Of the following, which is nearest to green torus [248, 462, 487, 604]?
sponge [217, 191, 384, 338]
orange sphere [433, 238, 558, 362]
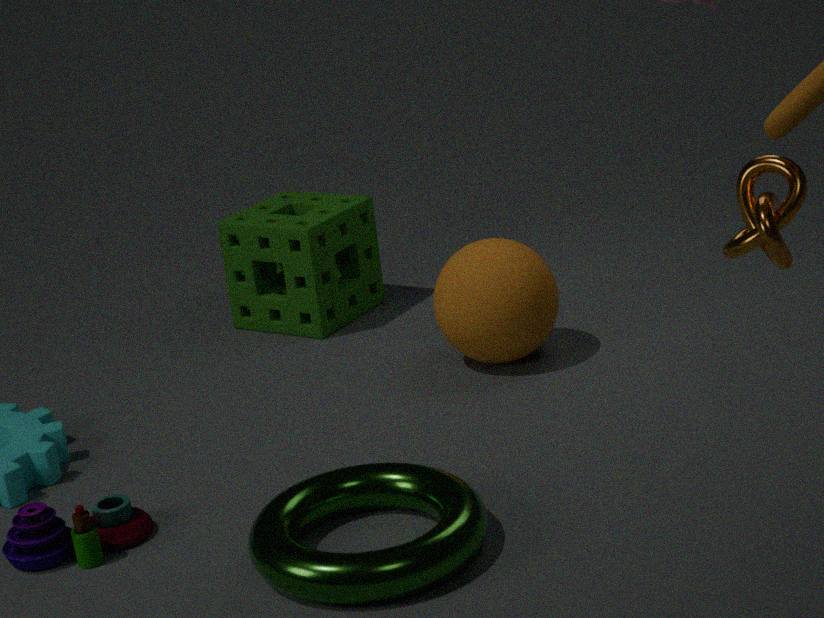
orange sphere [433, 238, 558, 362]
